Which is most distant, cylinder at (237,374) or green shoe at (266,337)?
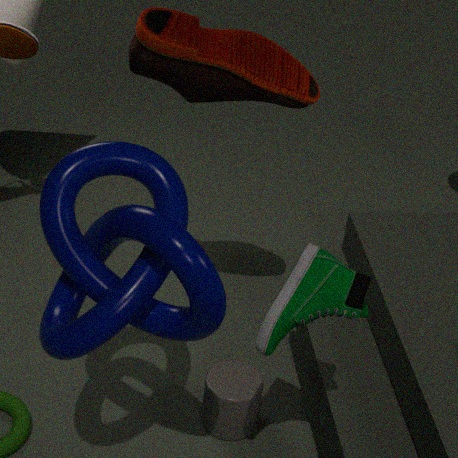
cylinder at (237,374)
